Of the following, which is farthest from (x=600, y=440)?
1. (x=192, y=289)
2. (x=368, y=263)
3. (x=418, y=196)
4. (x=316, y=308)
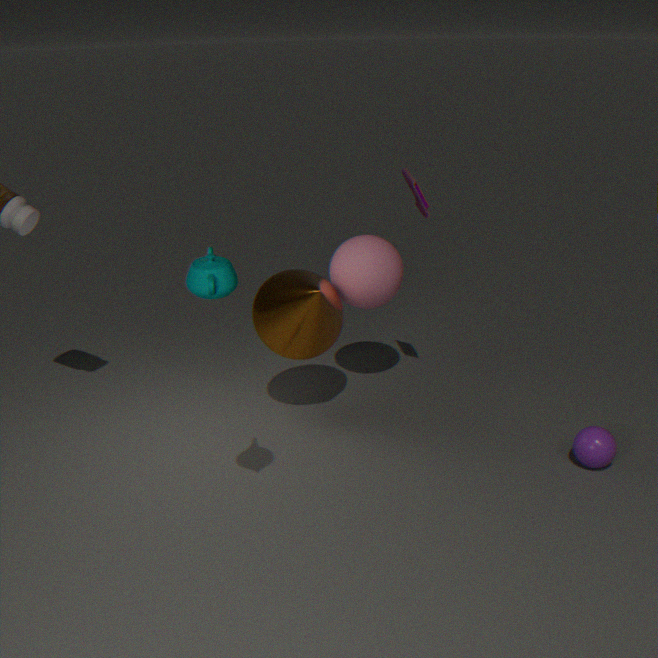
(x=192, y=289)
